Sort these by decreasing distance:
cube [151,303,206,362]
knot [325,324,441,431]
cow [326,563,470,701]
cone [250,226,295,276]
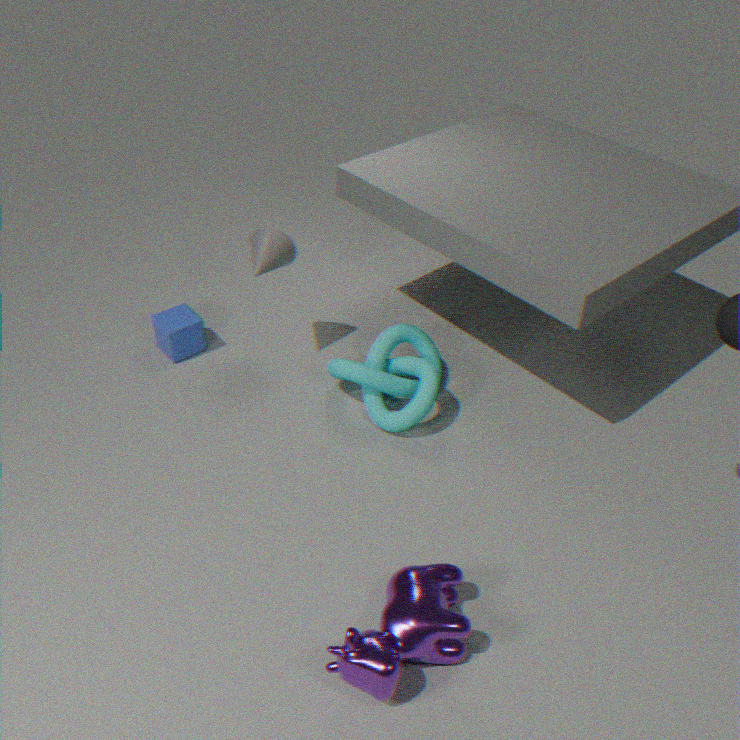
cube [151,303,206,362], cone [250,226,295,276], knot [325,324,441,431], cow [326,563,470,701]
